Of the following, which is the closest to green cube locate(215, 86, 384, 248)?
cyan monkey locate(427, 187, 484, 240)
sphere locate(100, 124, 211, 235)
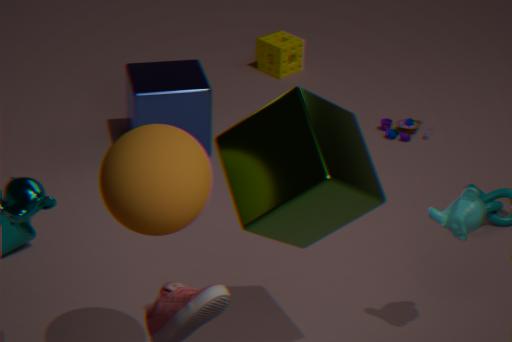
sphere locate(100, 124, 211, 235)
